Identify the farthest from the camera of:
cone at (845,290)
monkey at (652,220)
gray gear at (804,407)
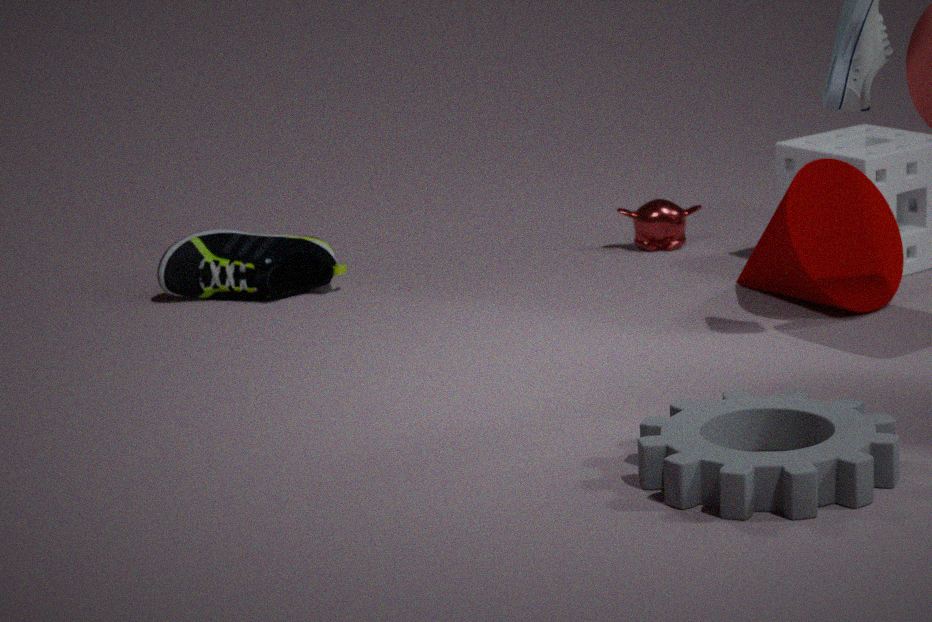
monkey at (652,220)
